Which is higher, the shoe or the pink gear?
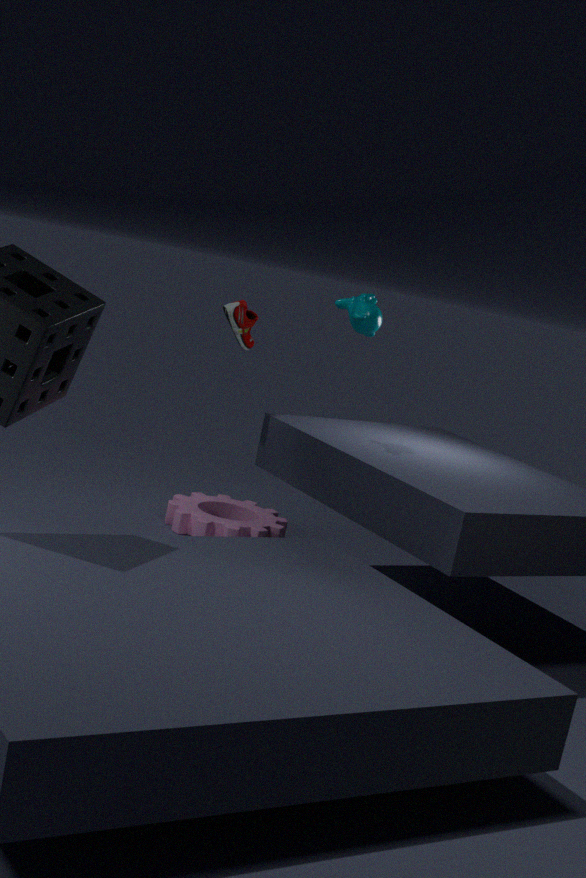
the shoe
